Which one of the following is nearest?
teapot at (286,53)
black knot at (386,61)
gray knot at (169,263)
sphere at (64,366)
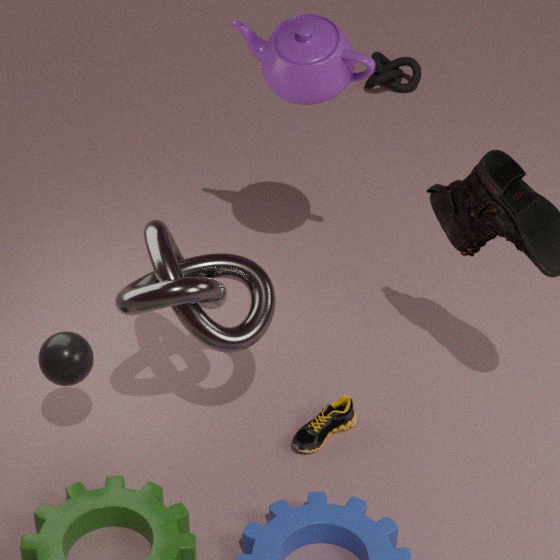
gray knot at (169,263)
